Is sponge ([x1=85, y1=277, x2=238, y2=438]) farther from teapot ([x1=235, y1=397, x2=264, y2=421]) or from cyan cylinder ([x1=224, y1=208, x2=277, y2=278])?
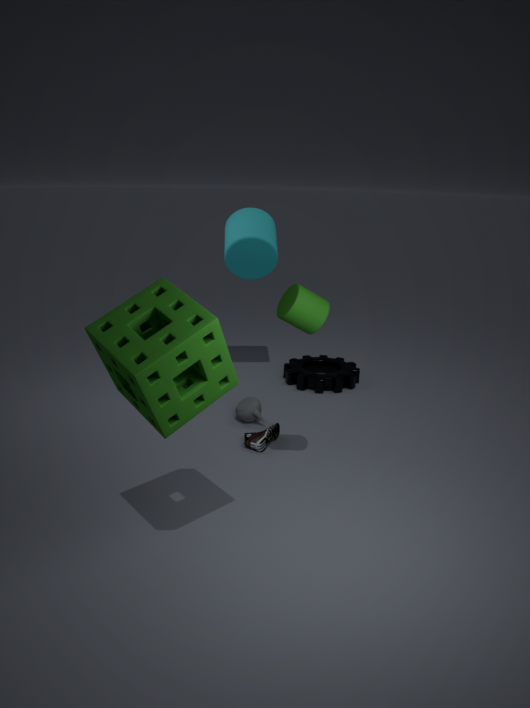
cyan cylinder ([x1=224, y1=208, x2=277, y2=278])
